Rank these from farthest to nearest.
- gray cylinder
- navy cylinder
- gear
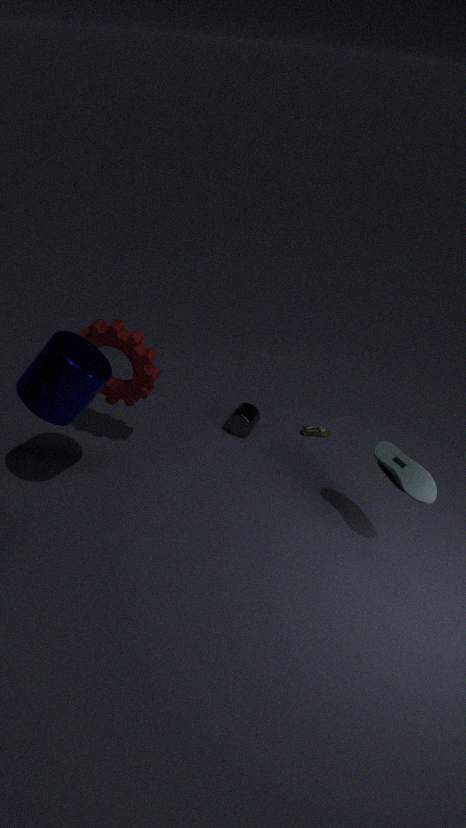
gray cylinder, gear, navy cylinder
